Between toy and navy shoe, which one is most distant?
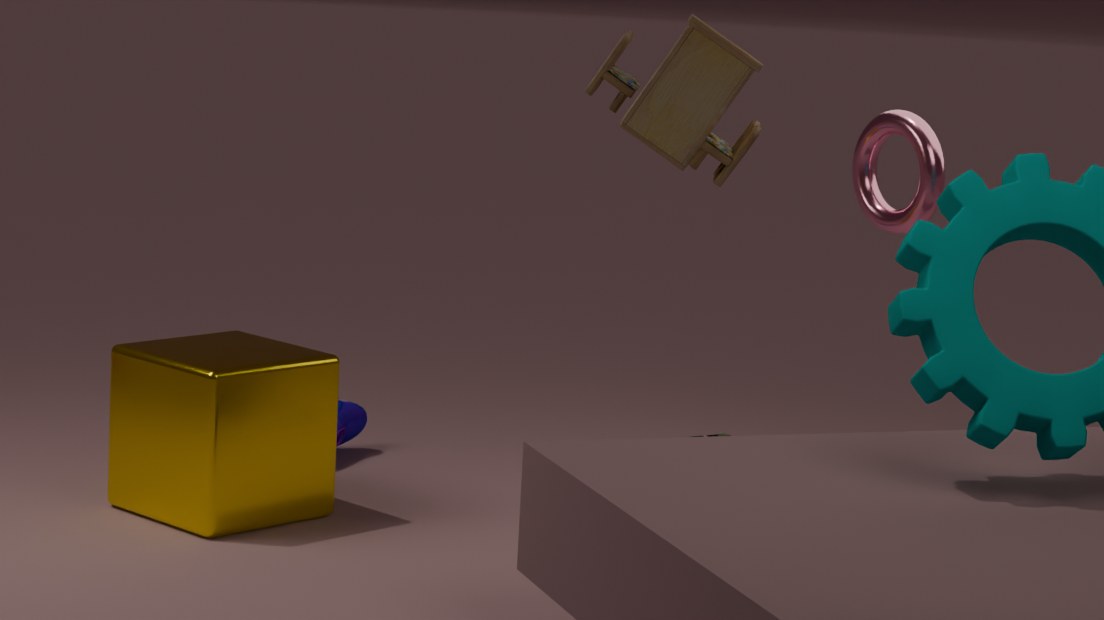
navy shoe
